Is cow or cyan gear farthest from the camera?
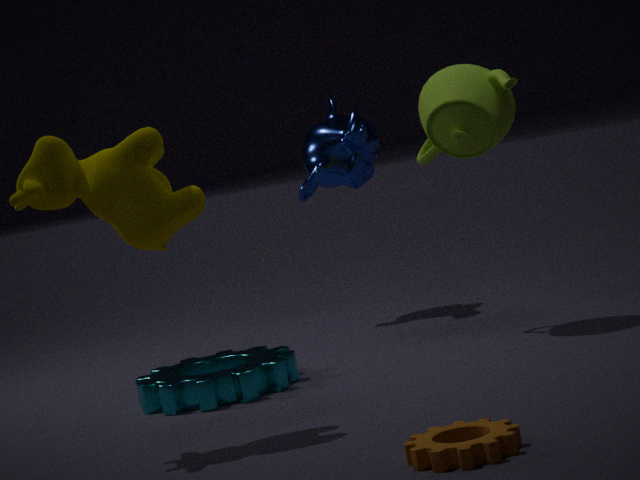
cyan gear
